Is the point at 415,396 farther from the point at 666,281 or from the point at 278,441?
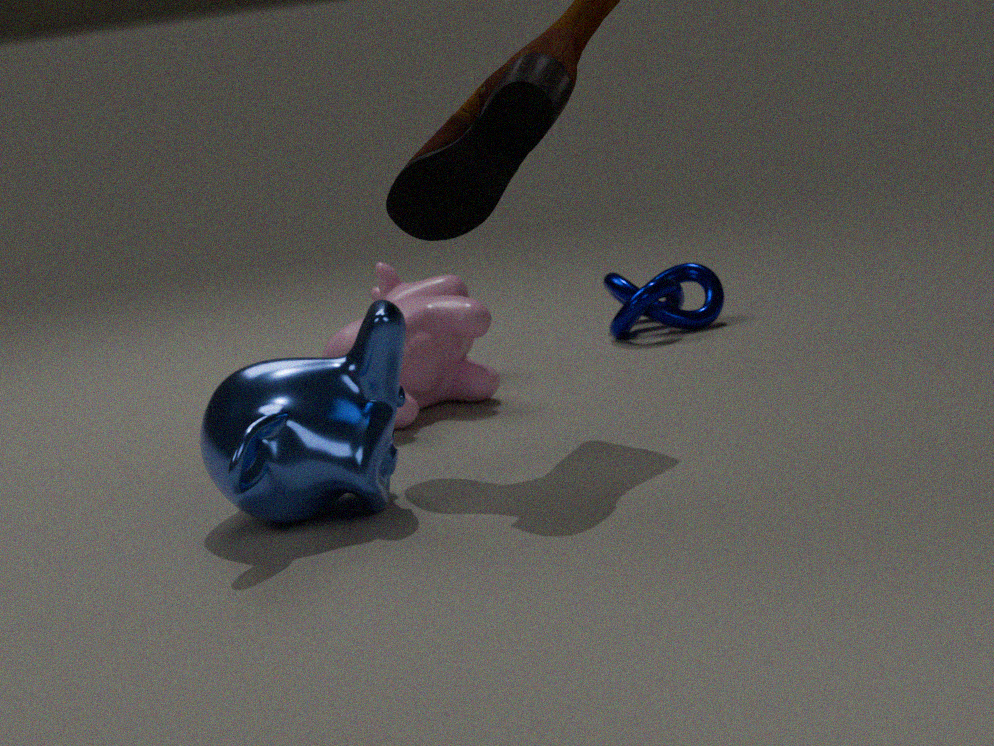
the point at 278,441
